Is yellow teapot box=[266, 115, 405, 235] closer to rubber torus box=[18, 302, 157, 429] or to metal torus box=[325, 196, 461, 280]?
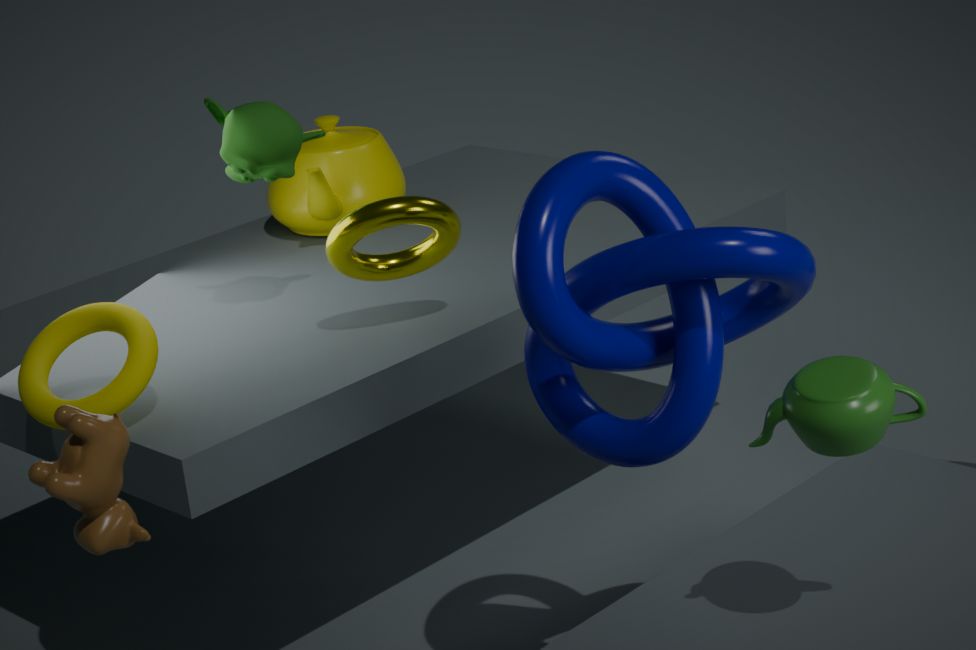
metal torus box=[325, 196, 461, 280]
